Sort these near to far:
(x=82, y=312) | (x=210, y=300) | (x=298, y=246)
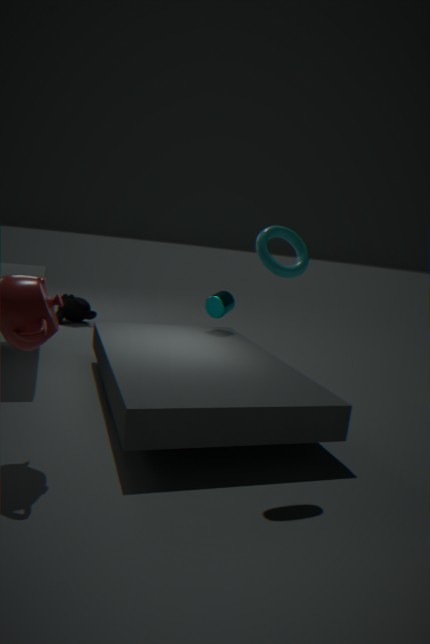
1. (x=298, y=246)
2. (x=210, y=300)
3. (x=82, y=312)
